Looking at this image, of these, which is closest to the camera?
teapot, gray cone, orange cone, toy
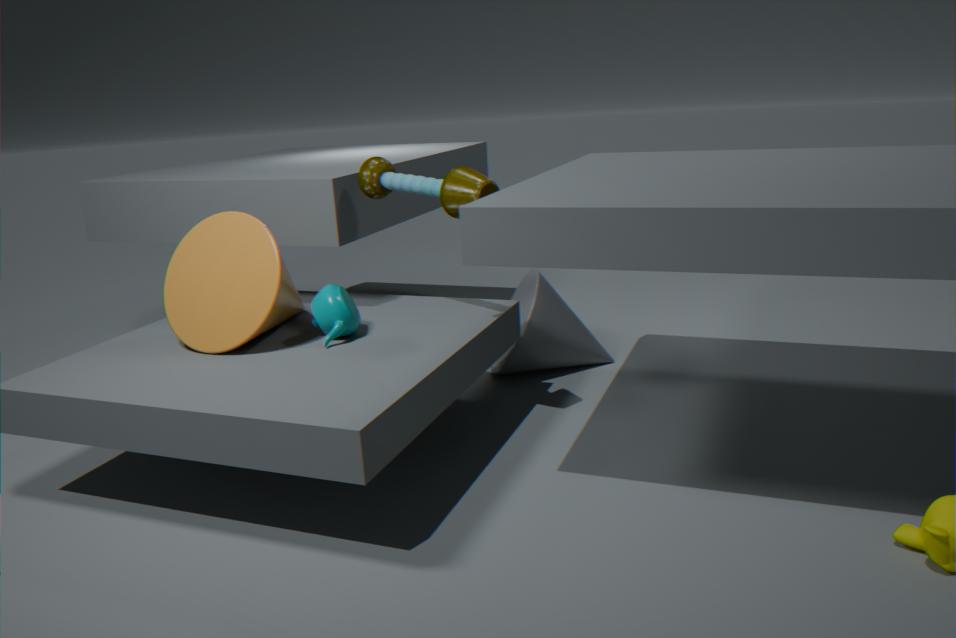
toy
